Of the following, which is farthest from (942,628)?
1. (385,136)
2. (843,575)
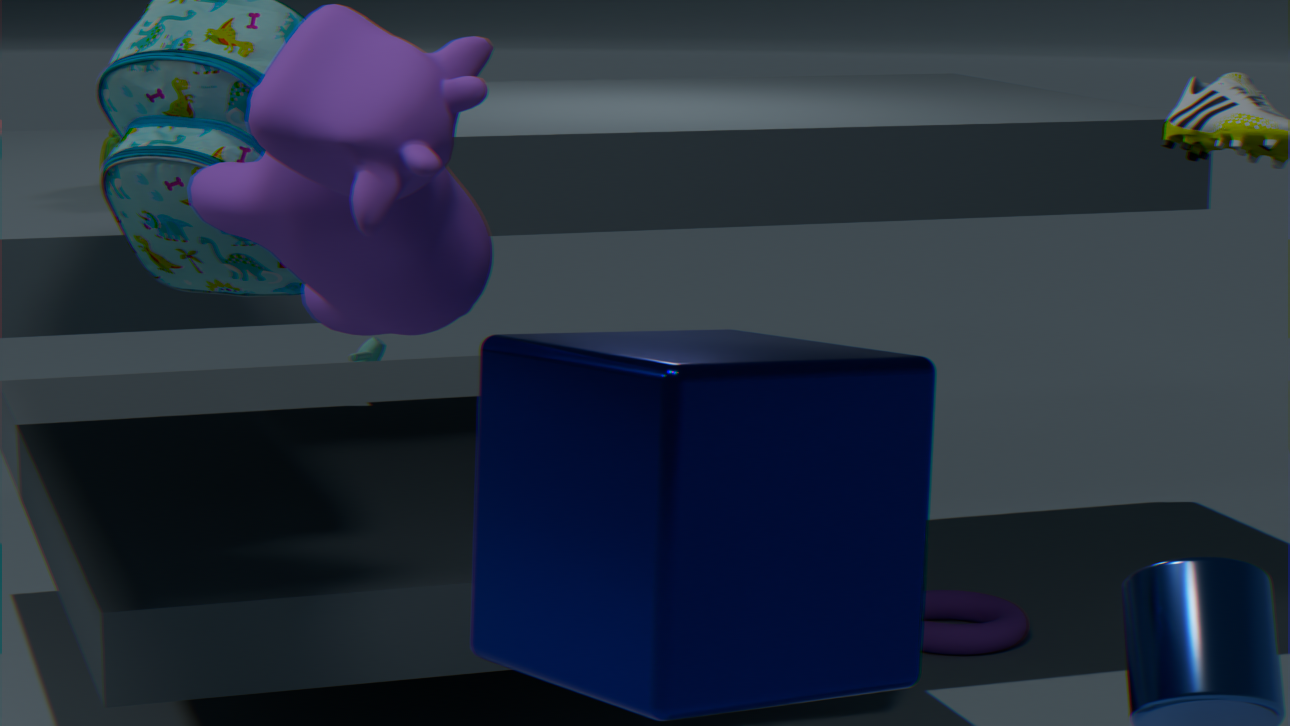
(385,136)
